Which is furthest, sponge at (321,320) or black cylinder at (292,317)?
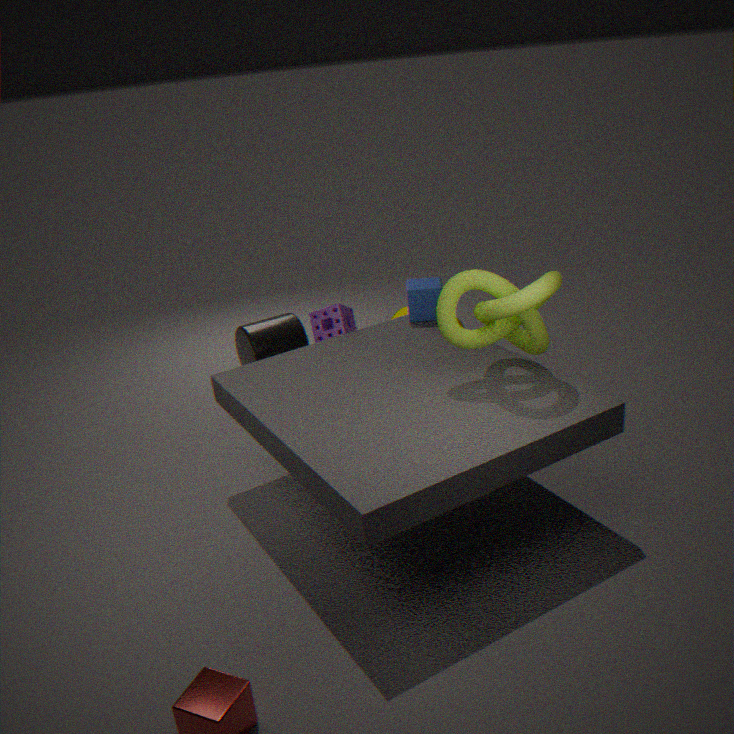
black cylinder at (292,317)
